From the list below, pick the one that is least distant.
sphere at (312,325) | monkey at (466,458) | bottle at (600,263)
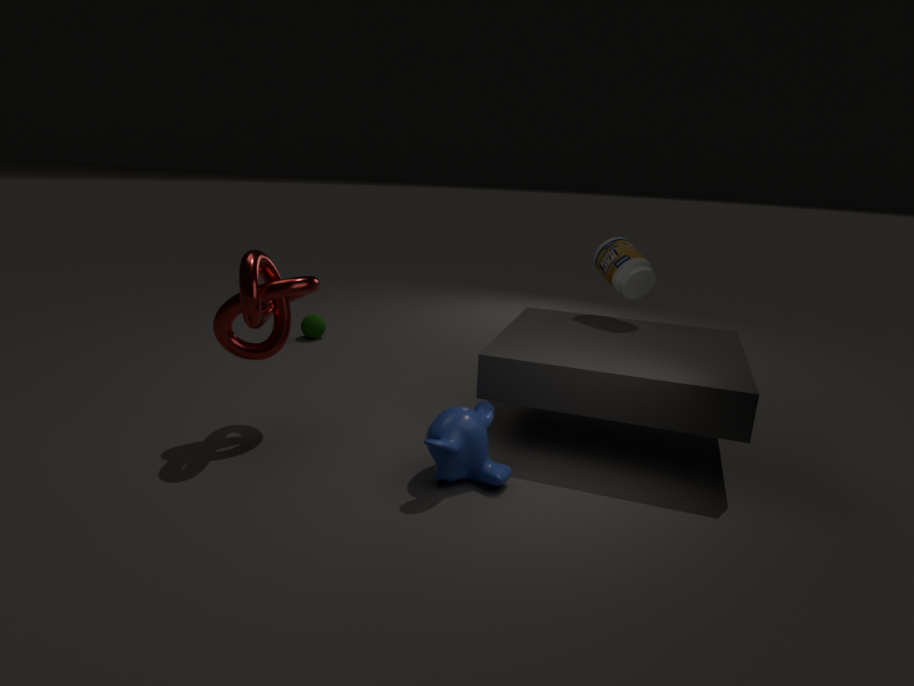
monkey at (466,458)
